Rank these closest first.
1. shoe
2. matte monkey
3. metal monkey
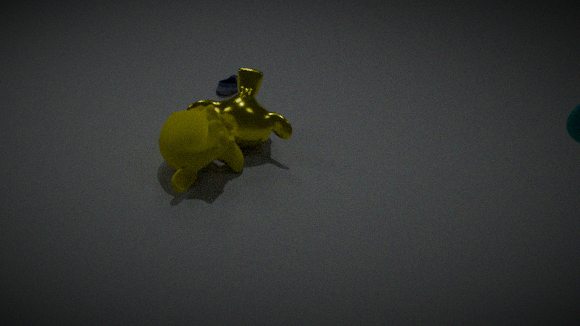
matte monkey, metal monkey, shoe
